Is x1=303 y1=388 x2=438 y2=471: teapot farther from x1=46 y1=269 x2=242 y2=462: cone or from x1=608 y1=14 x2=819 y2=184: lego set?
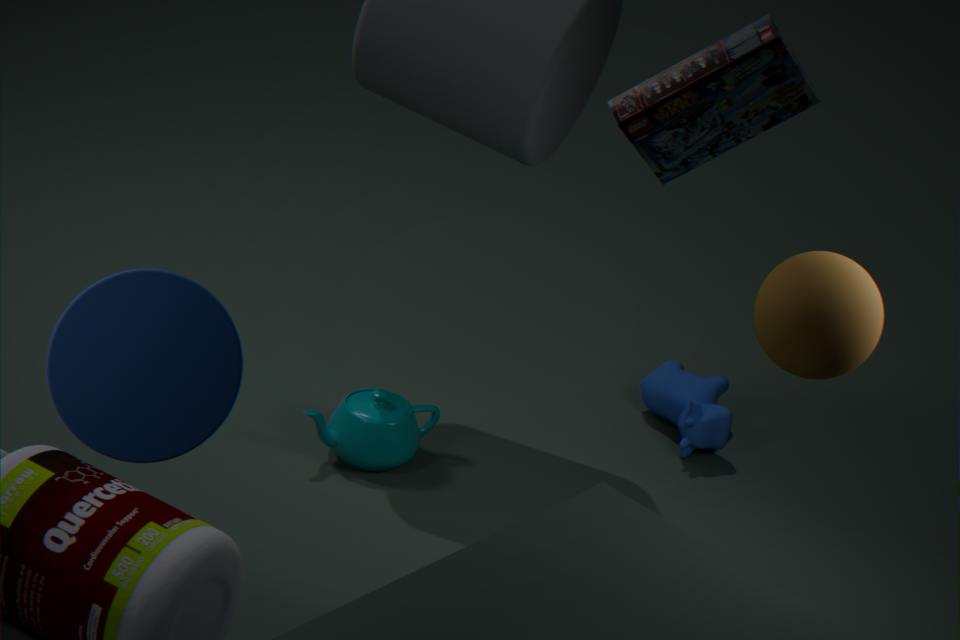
x1=608 y1=14 x2=819 y2=184: lego set
